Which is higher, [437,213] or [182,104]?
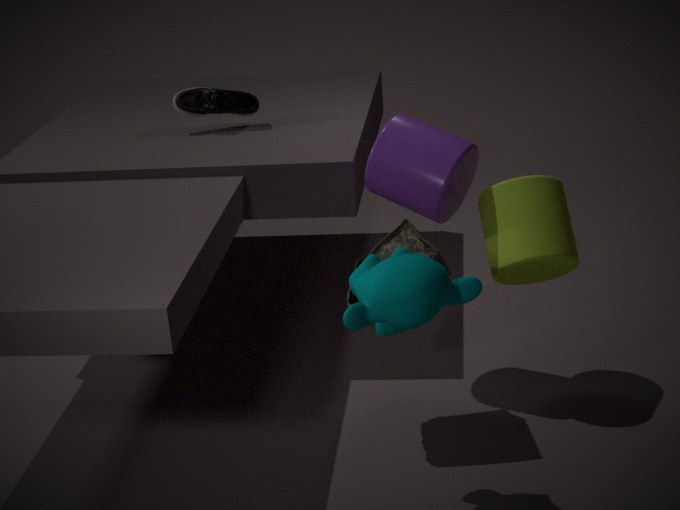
[182,104]
